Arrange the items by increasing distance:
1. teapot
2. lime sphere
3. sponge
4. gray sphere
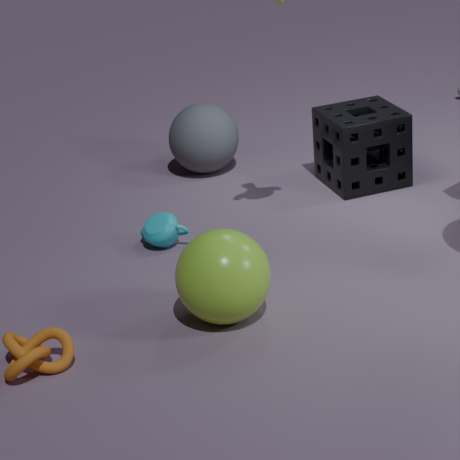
lime sphere
teapot
sponge
gray sphere
